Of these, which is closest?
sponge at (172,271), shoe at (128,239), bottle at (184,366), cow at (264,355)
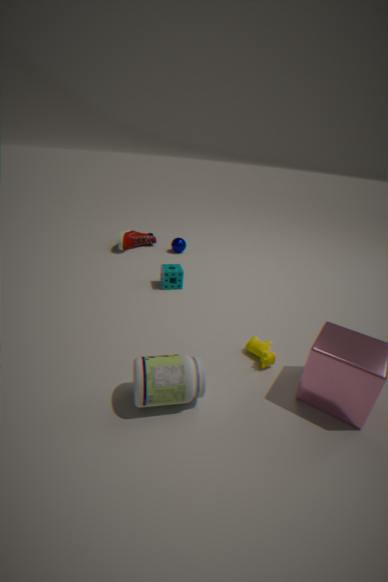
bottle at (184,366)
